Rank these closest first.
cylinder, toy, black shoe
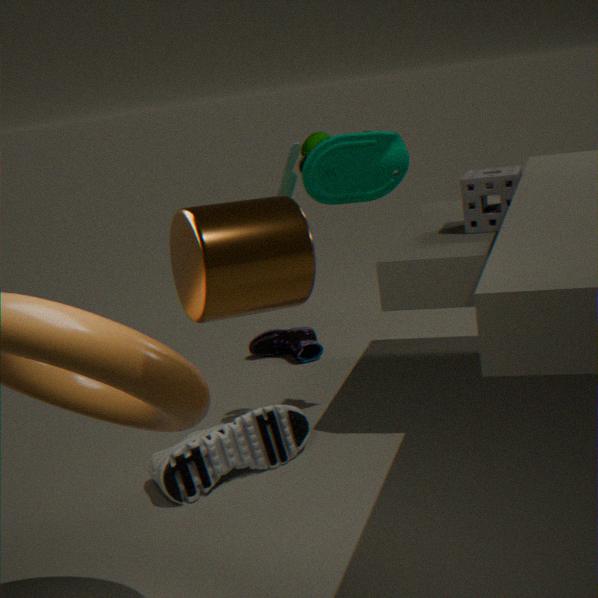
cylinder, toy, black shoe
